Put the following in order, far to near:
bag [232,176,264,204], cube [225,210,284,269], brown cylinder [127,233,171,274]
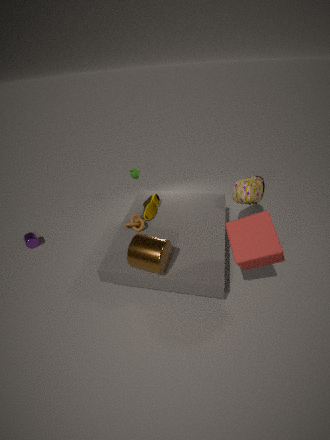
bag [232,176,264,204] < brown cylinder [127,233,171,274] < cube [225,210,284,269]
